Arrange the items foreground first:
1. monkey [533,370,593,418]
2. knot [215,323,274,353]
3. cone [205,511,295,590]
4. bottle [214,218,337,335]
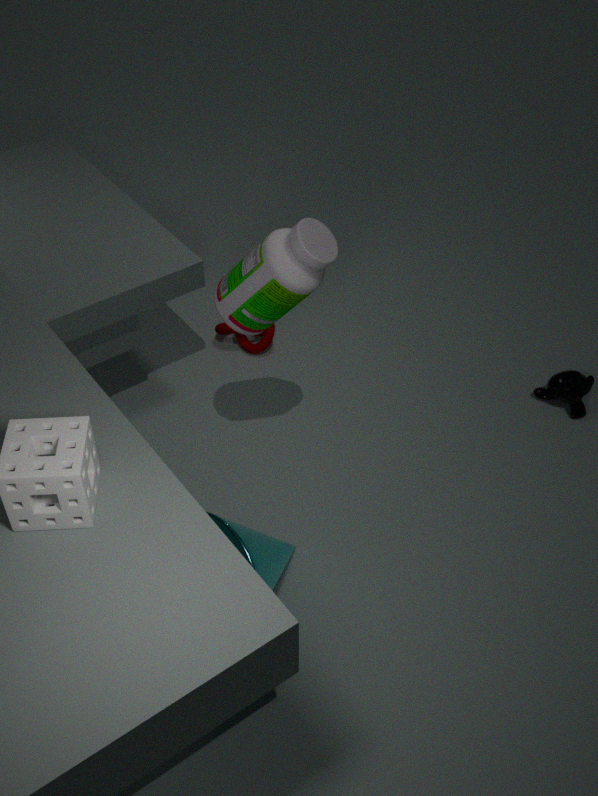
1. bottle [214,218,337,335]
2. cone [205,511,295,590]
3. monkey [533,370,593,418]
4. knot [215,323,274,353]
